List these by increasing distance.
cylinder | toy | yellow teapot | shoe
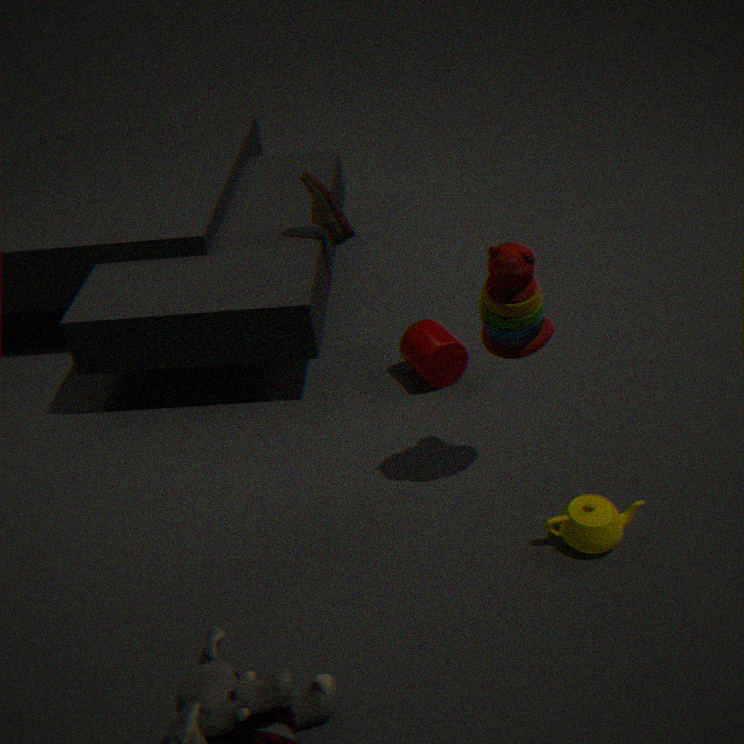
toy → yellow teapot → cylinder → shoe
